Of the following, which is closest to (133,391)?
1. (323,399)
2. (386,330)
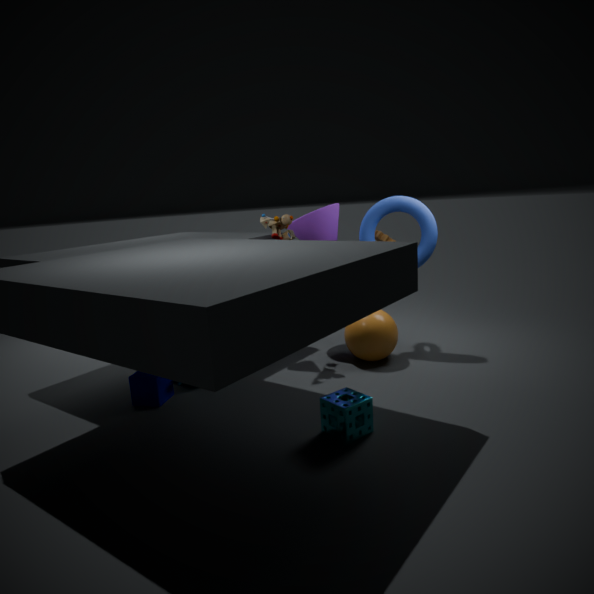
→ (323,399)
